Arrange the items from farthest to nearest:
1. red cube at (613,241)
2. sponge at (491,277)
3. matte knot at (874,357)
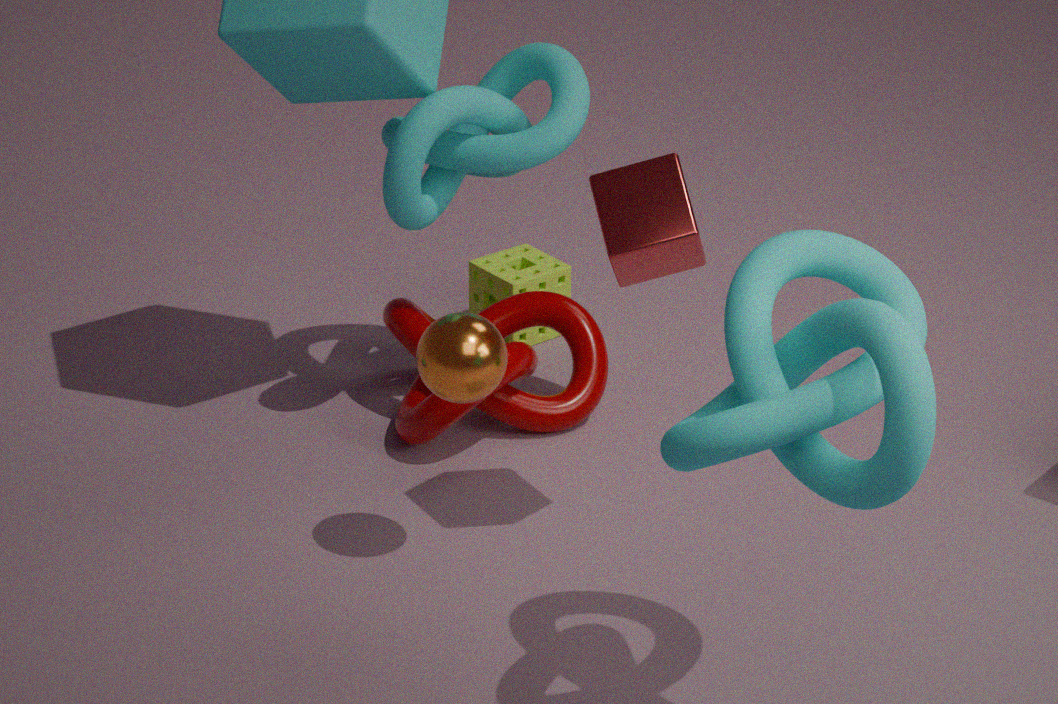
sponge at (491,277) → red cube at (613,241) → matte knot at (874,357)
